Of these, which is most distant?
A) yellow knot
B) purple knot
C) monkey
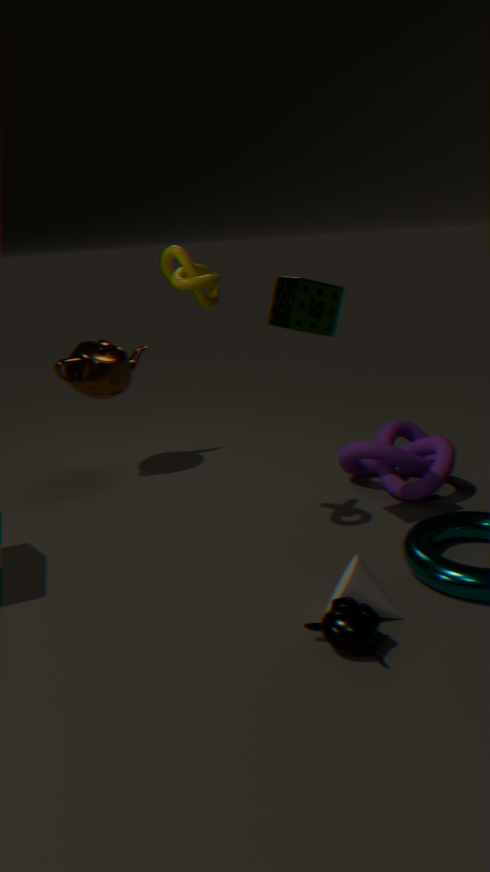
purple knot
